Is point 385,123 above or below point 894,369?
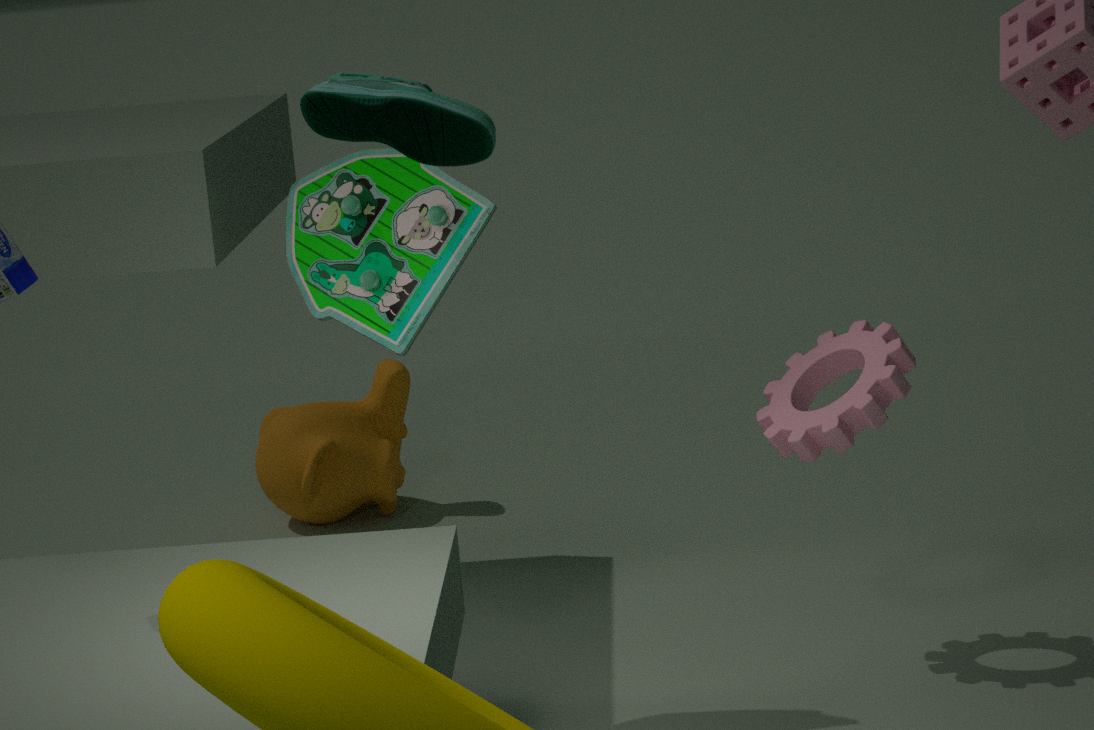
above
